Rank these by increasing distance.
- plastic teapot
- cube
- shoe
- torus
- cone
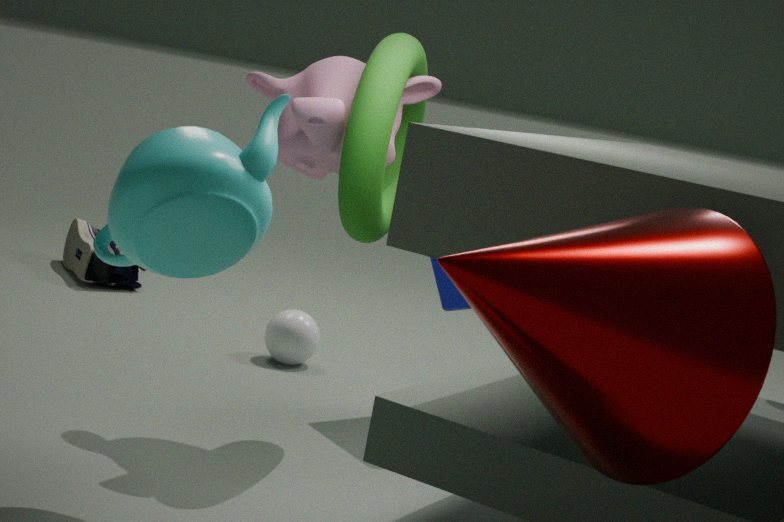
1. cone
2. plastic teapot
3. torus
4. cube
5. shoe
